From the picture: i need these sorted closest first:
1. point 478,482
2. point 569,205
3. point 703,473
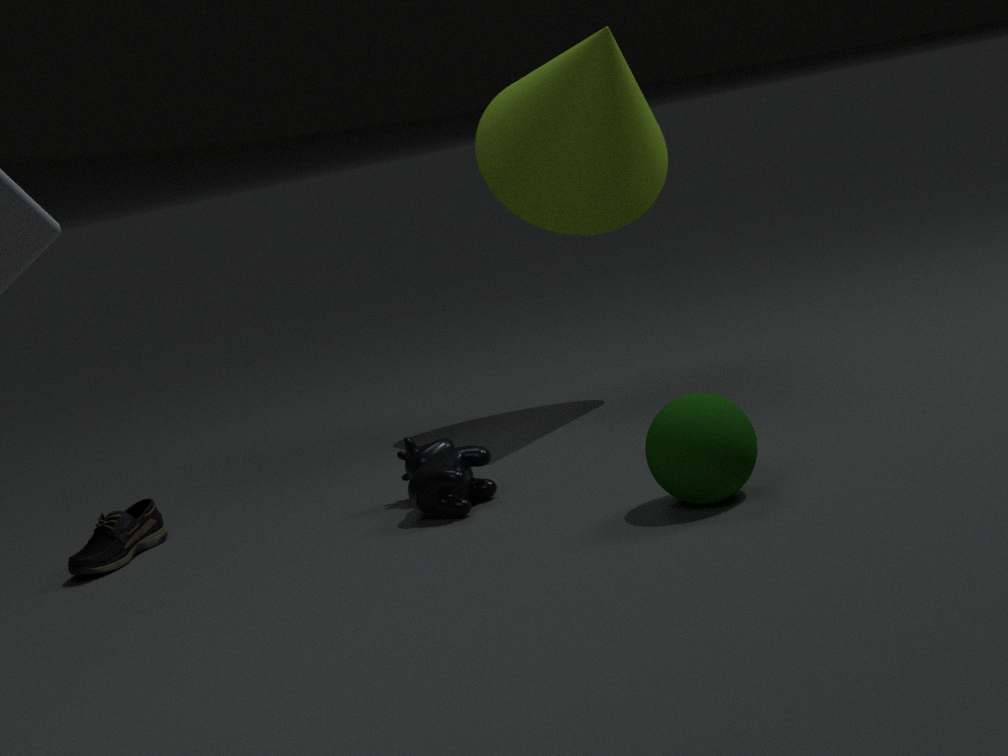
point 703,473, point 478,482, point 569,205
